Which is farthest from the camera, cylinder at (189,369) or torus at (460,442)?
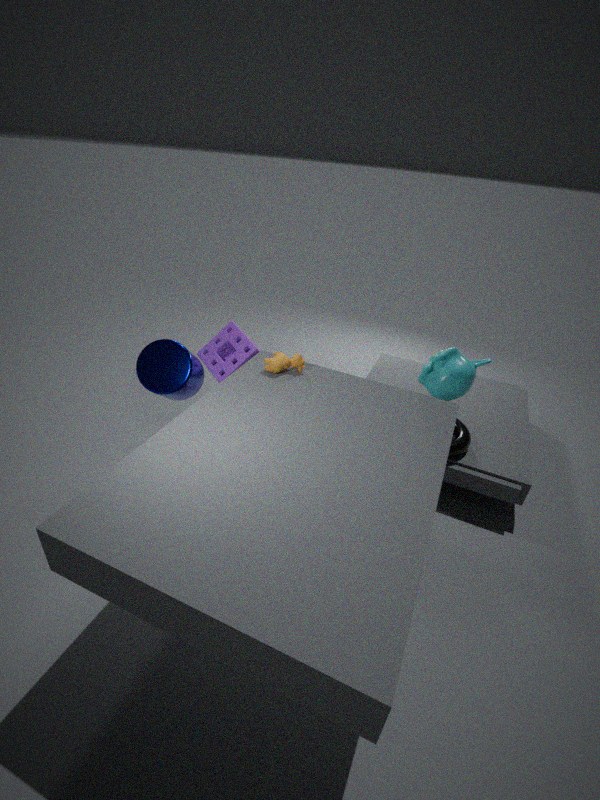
torus at (460,442)
